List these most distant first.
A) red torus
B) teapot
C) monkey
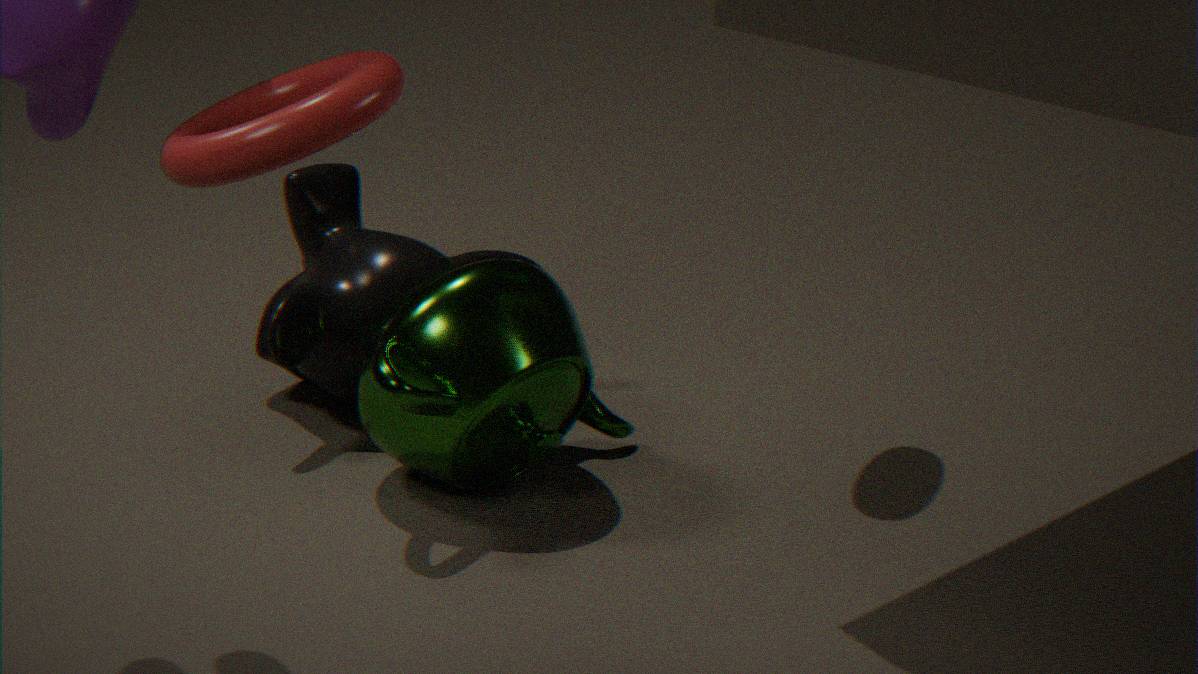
monkey < teapot < red torus
